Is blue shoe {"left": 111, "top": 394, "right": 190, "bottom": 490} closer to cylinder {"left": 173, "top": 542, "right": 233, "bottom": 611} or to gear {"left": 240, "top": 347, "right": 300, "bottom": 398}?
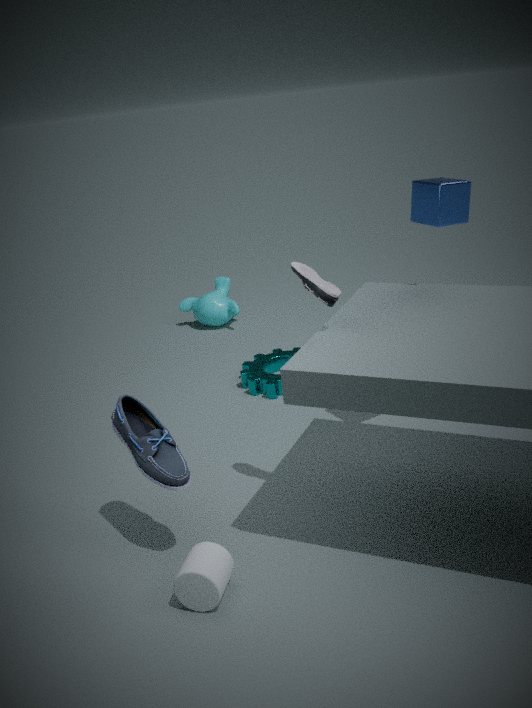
cylinder {"left": 173, "top": 542, "right": 233, "bottom": 611}
